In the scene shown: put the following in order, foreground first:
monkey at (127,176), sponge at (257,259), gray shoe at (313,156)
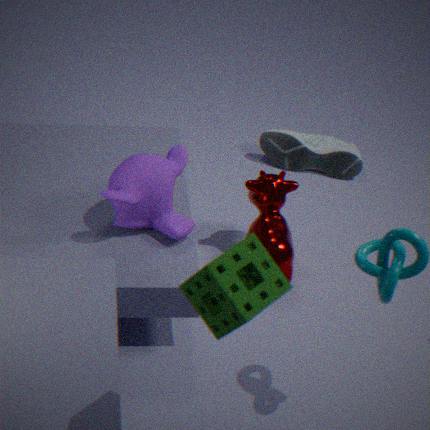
sponge at (257,259) < monkey at (127,176) < gray shoe at (313,156)
